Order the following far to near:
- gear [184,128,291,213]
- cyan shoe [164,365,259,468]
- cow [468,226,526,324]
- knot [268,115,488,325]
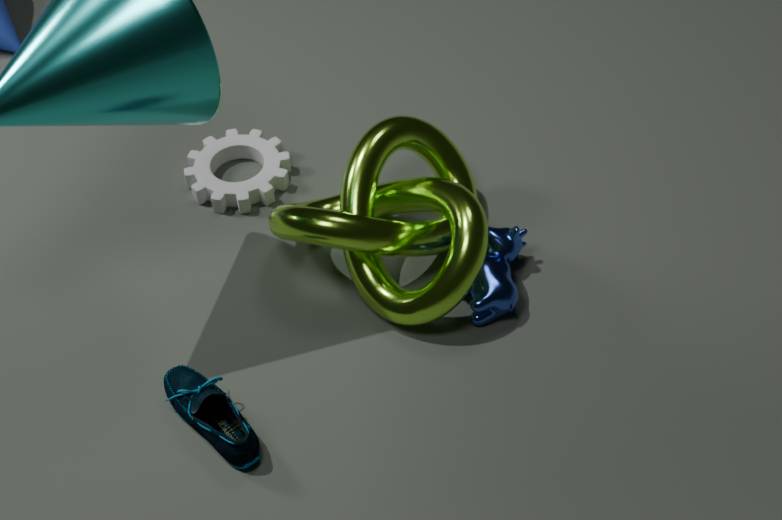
gear [184,128,291,213] → cow [468,226,526,324] → knot [268,115,488,325] → cyan shoe [164,365,259,468]
